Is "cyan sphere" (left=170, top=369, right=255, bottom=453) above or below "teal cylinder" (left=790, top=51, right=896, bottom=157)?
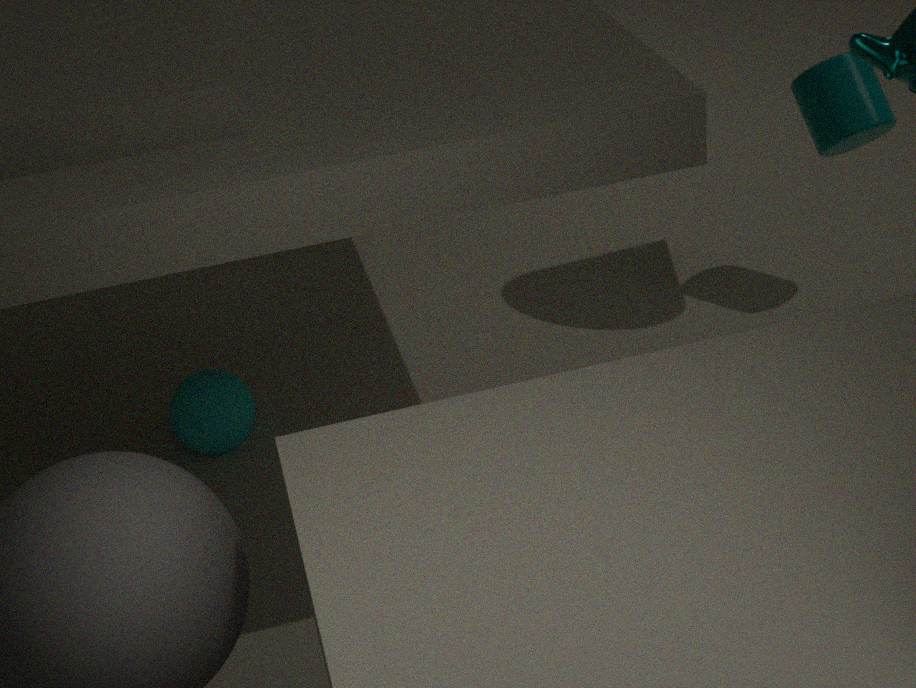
below
